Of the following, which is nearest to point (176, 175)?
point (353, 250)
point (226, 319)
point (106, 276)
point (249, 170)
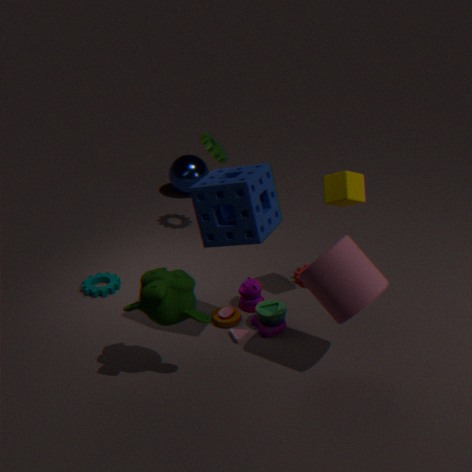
point (106, 276)
